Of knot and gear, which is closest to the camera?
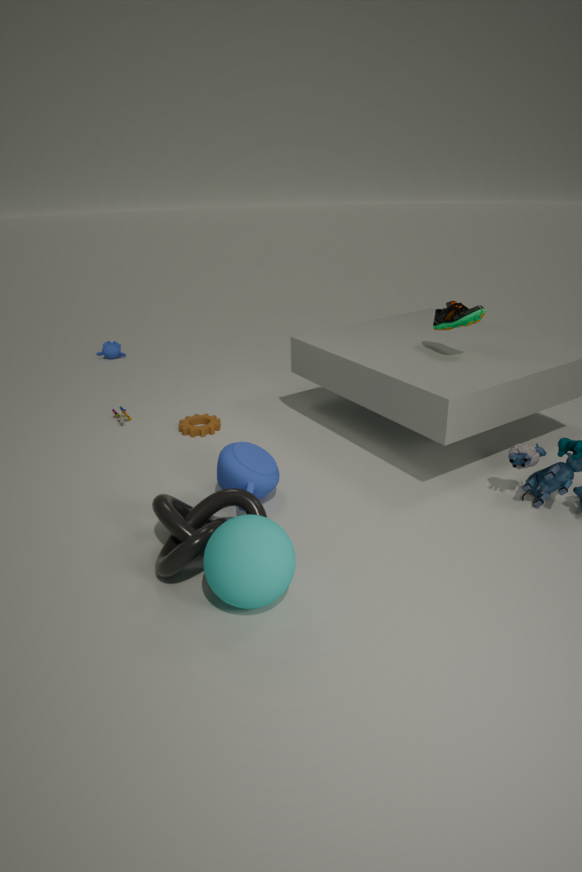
knot
